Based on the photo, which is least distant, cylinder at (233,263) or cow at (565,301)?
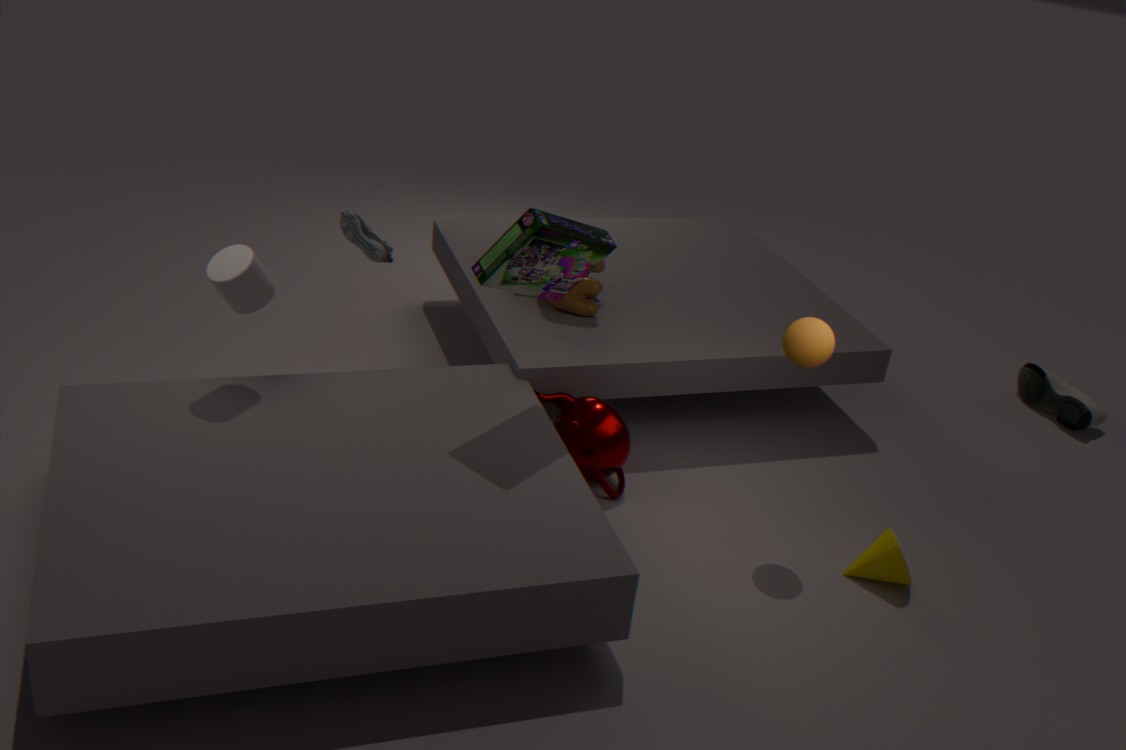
cylinder at (233,263)
